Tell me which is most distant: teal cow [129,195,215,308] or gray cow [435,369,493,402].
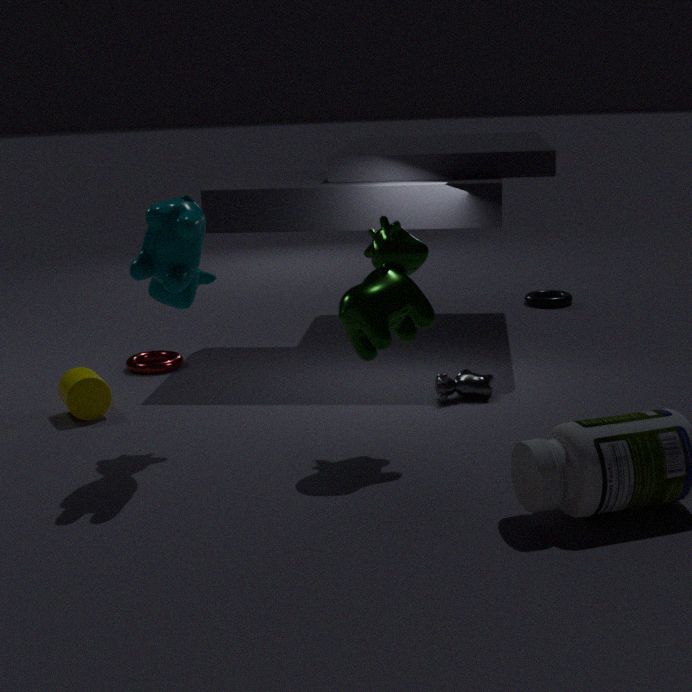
gray cow [435,369,493,402]
